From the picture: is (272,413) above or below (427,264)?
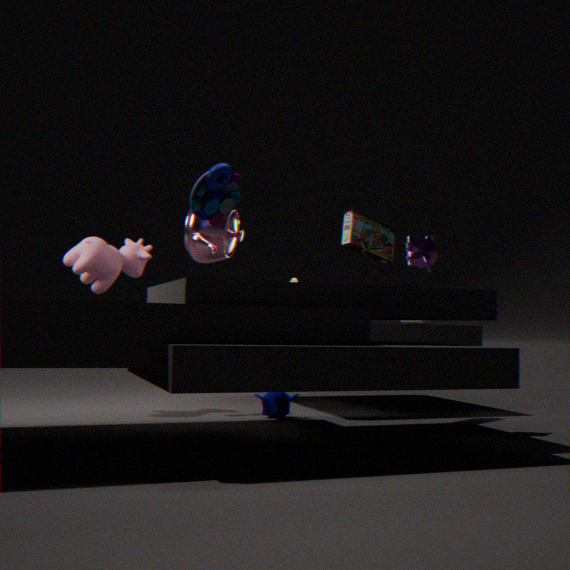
below
